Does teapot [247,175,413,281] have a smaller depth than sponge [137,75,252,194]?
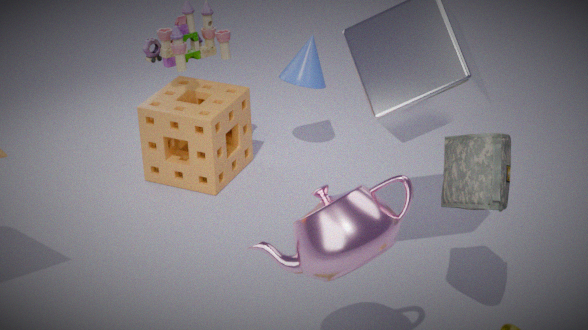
Yes
